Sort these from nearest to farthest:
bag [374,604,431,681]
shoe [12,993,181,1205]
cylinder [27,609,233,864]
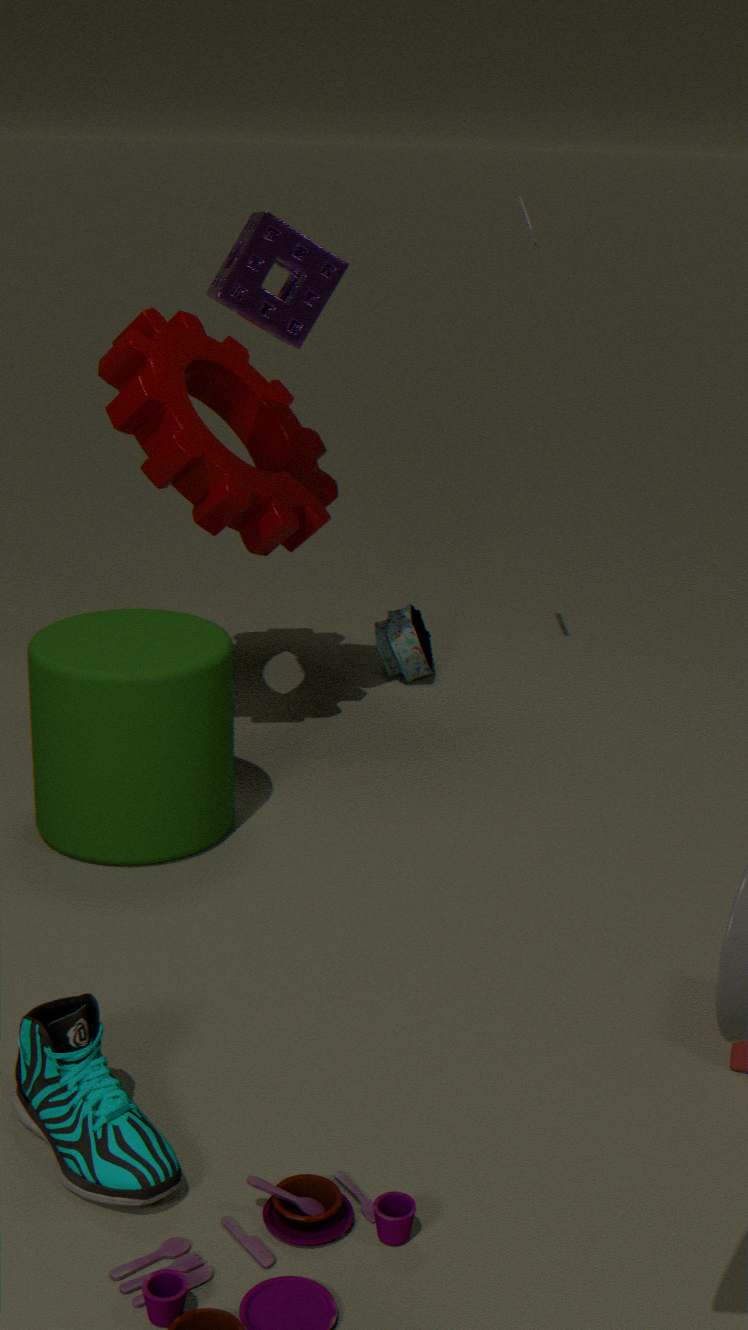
shoe [12,993,181,1205], cylinder [27,609,233,864], bag [374,604,431,681]
